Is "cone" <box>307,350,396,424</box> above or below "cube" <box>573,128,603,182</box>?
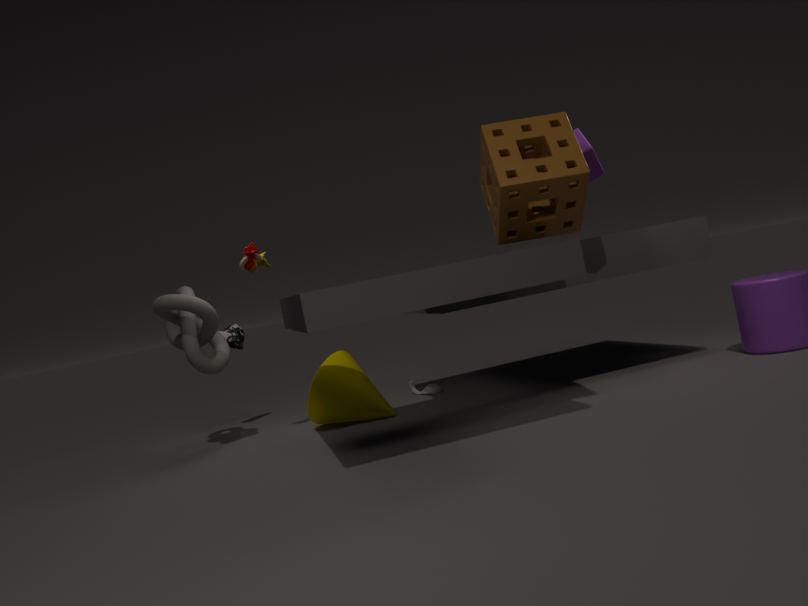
below
